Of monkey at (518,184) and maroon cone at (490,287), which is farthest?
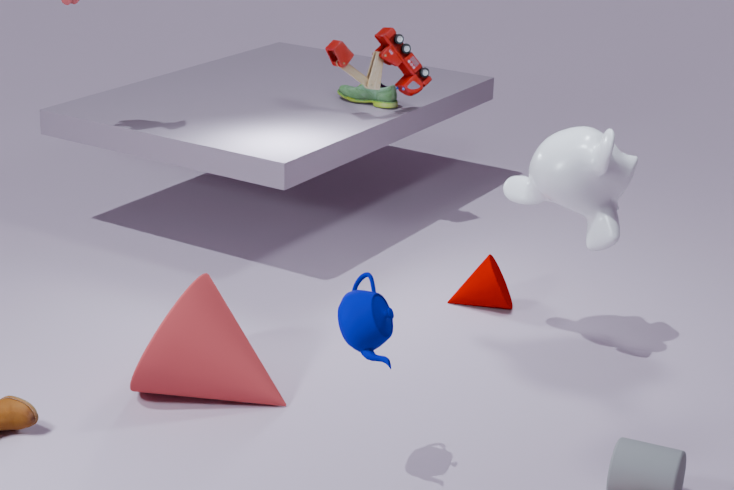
maroon cone at (490,287)
